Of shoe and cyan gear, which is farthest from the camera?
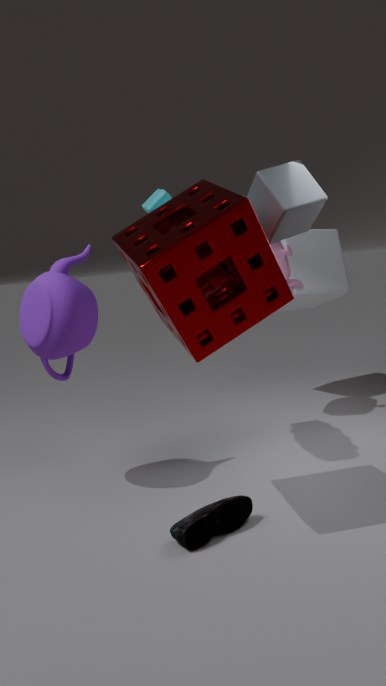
cyan gear
